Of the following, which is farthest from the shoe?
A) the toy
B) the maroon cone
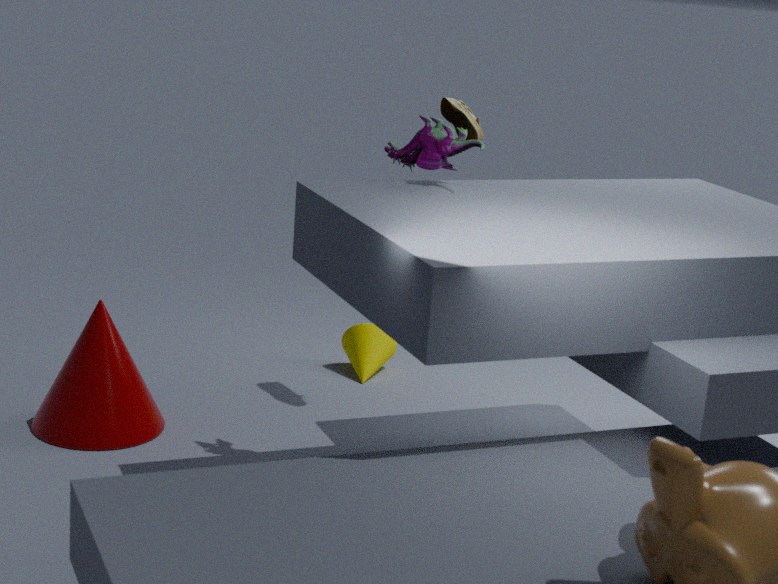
the maroon cone
